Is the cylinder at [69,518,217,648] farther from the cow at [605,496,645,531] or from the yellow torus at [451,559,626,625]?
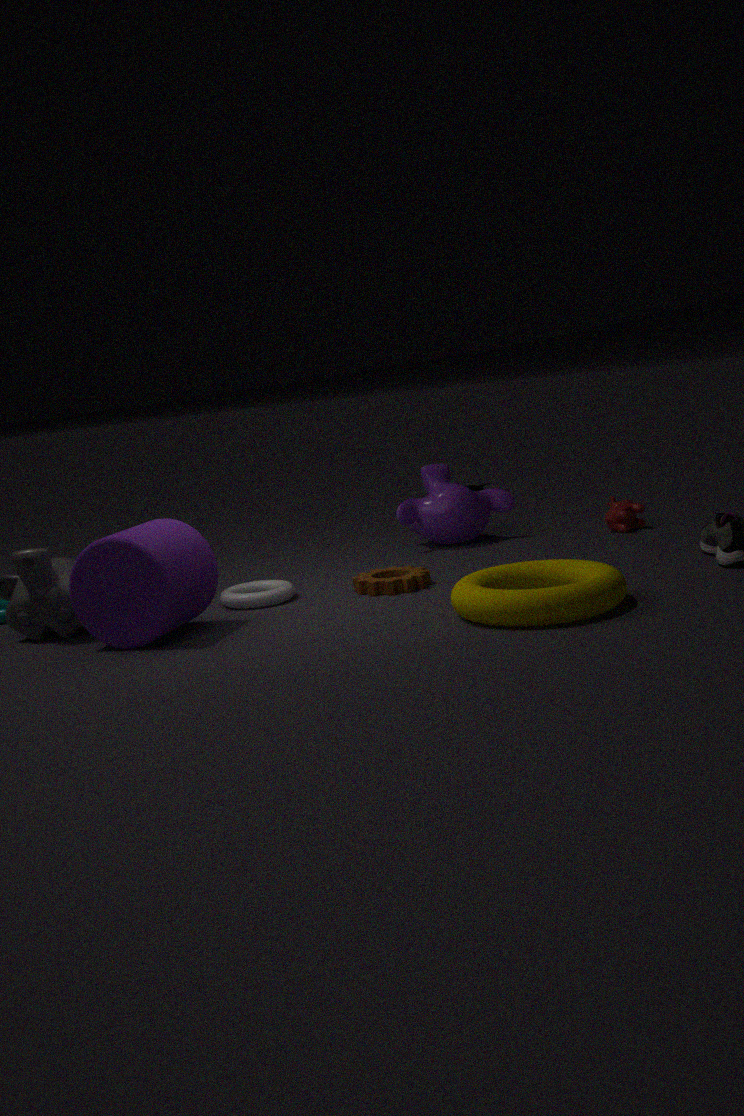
the cow at [605,496,645,531]
